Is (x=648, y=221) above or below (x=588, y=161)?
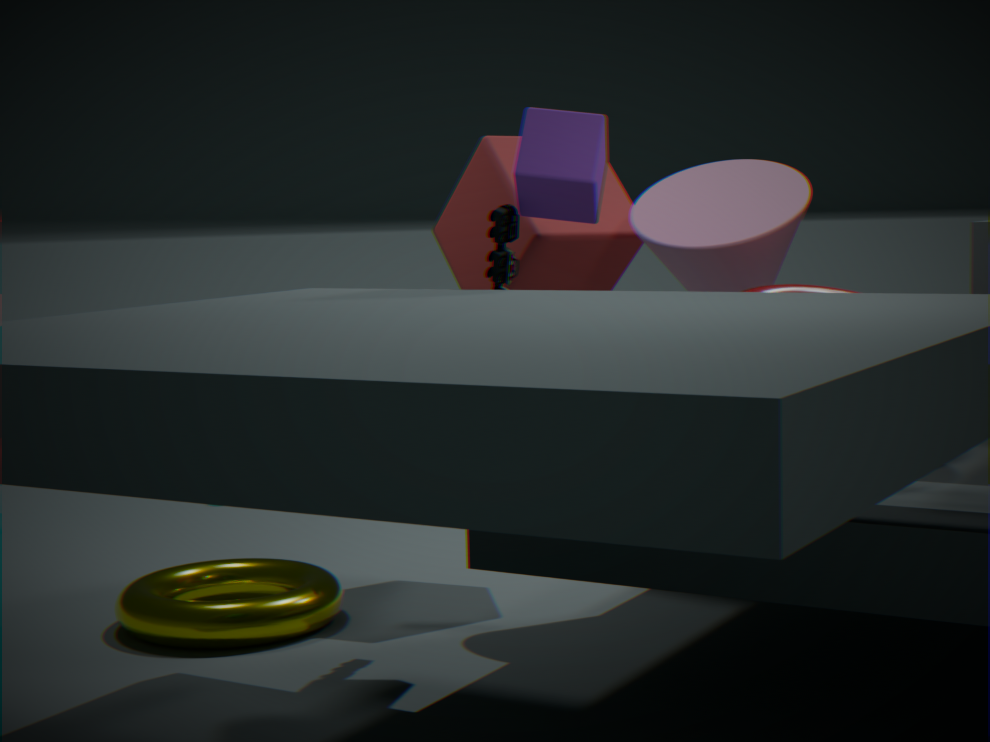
below
